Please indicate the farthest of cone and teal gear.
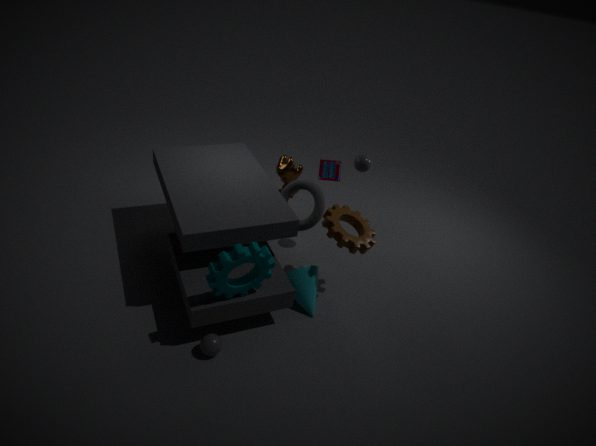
cone
